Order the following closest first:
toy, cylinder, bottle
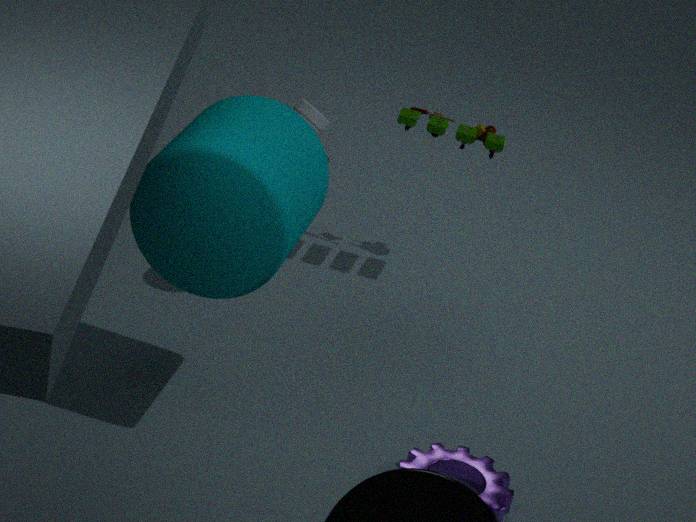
cylinder, bottle, toy
